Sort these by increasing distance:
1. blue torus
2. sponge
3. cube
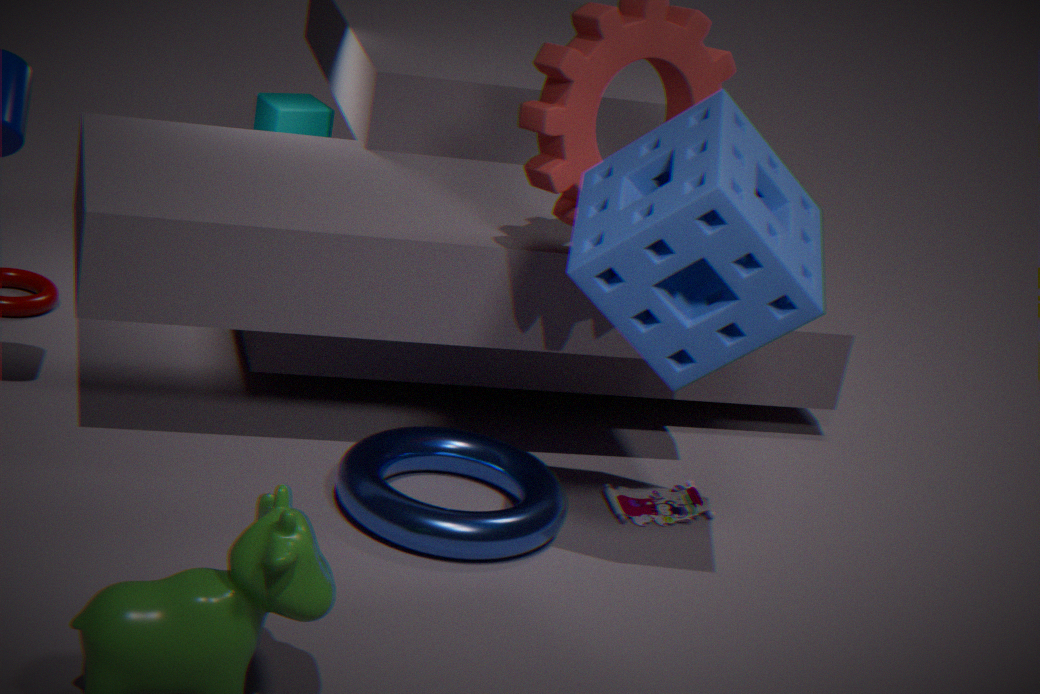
sponge → blue torus → cube
